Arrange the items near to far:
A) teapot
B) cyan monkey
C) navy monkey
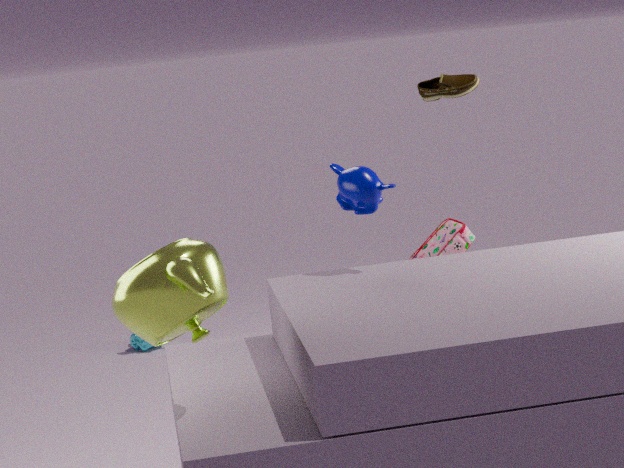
1. teapot
2. navy monkey
3. cyan monkey
